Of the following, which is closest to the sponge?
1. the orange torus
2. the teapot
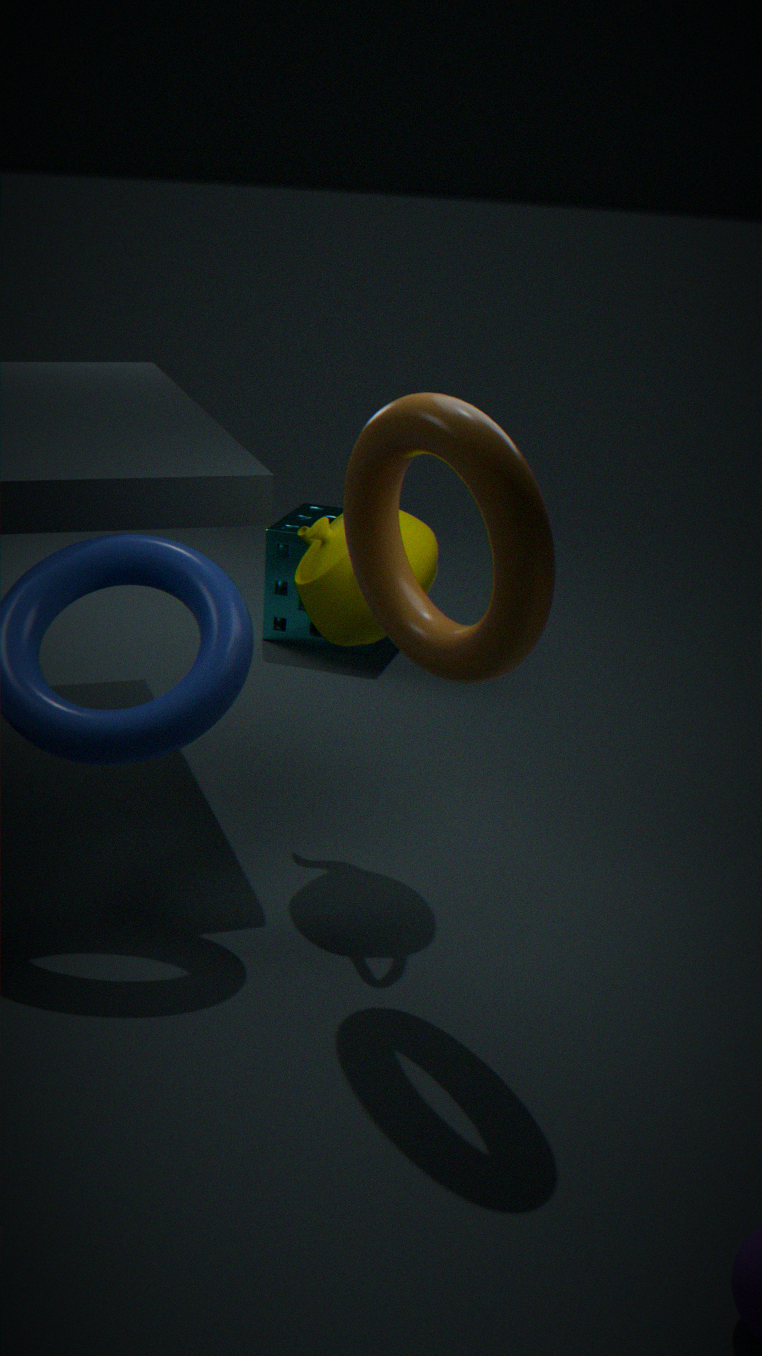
the teapot
